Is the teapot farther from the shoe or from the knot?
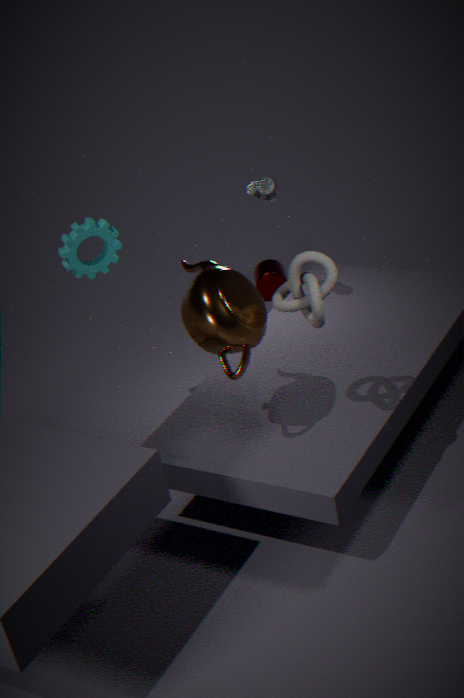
the shoe
